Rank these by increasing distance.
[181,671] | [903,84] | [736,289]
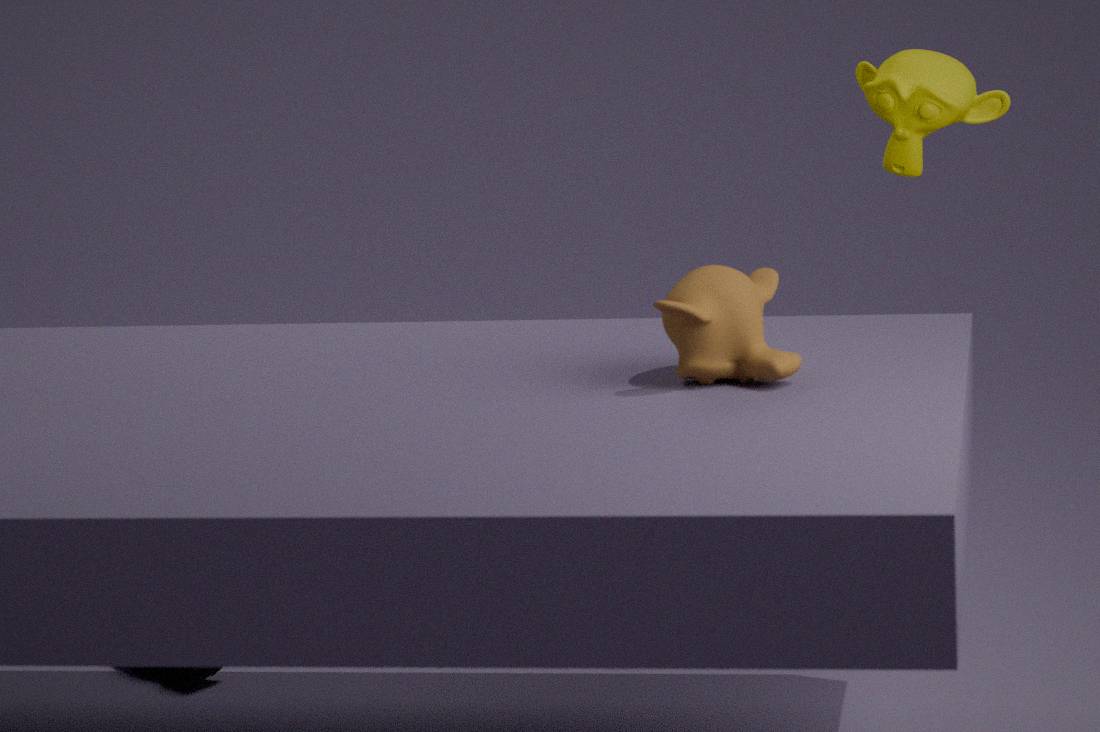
[736,289] → [903,84] → [181,671]
